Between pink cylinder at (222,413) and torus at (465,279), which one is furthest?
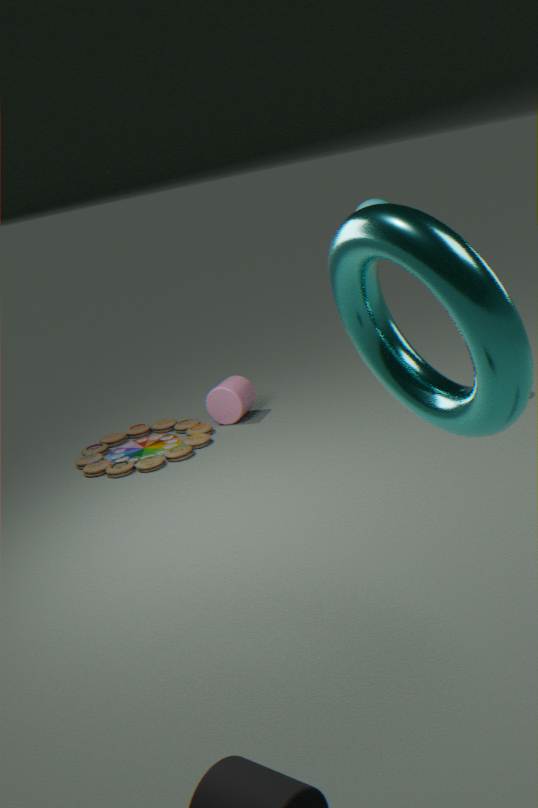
pink cylinder at (222,413)
